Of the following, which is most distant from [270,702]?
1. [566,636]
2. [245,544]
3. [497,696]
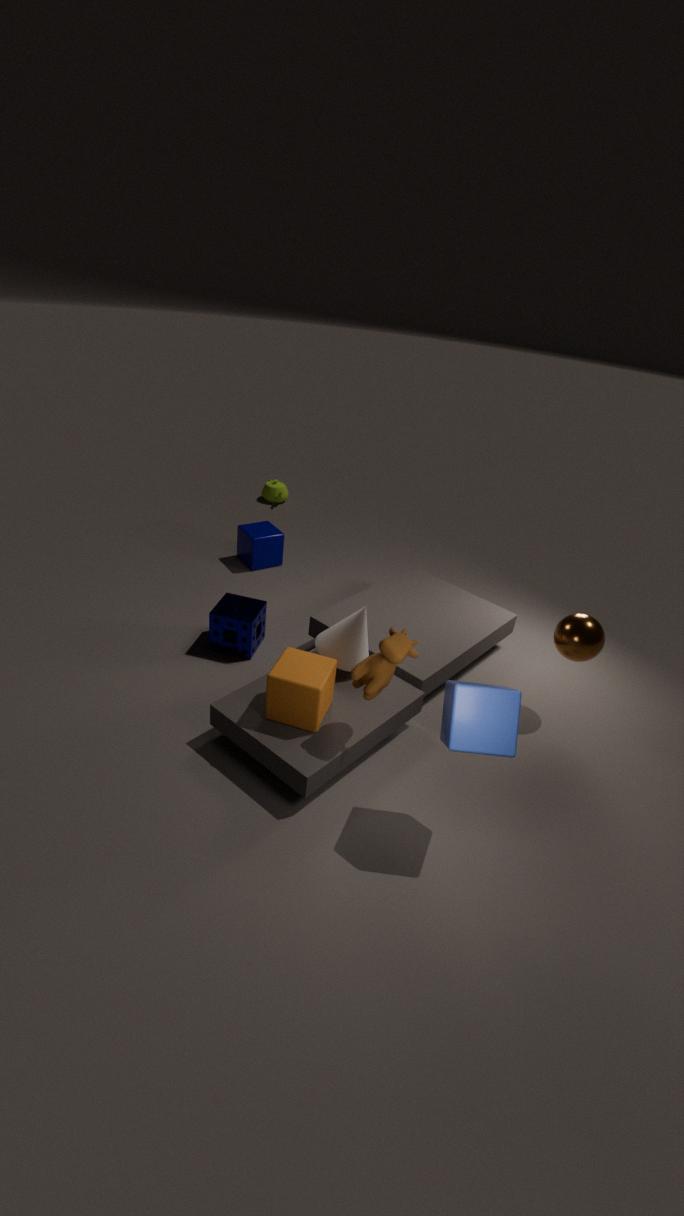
[245,544]
